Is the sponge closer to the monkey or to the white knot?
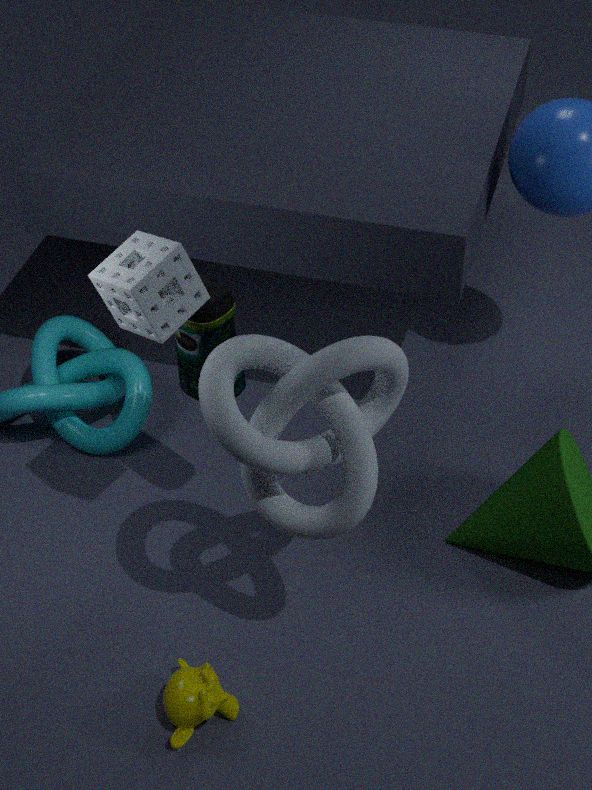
the white knot
